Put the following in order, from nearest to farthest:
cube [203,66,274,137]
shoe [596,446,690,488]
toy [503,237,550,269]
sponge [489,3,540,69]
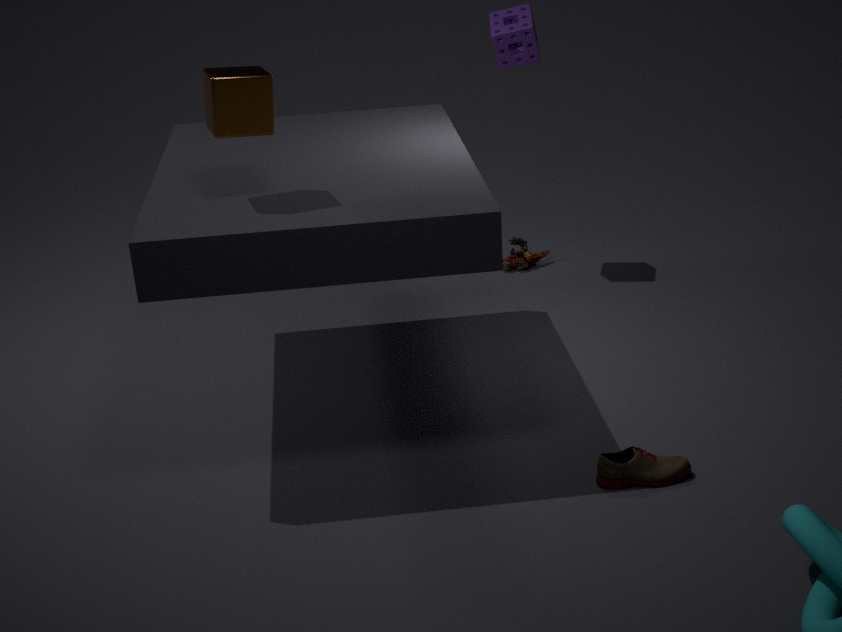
cube [203,66,274,137] → shoe [596,446,690,488] → sponge [489,3,540,69] → toy [503,237,550,269]
